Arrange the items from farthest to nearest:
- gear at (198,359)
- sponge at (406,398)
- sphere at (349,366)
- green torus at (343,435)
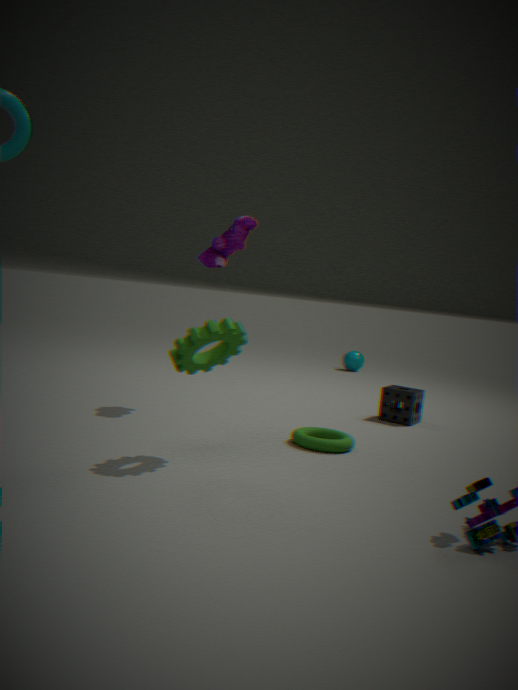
sphere at (349,366) < sponge at (406,398) < green torus at (343,435) < gear at (198,359)
